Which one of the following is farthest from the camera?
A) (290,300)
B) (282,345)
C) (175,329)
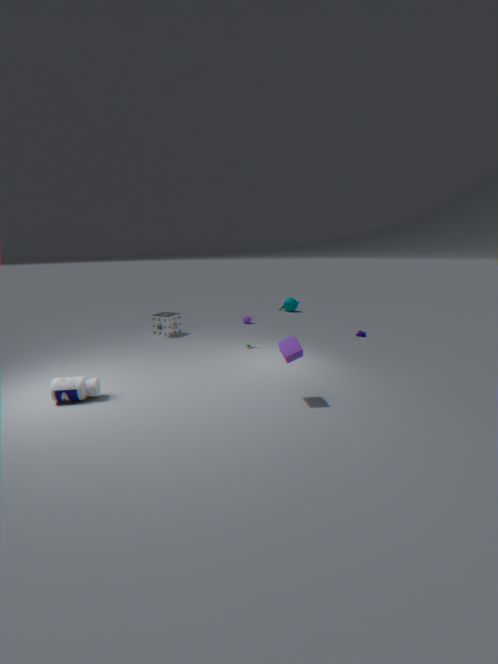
(290,300)
